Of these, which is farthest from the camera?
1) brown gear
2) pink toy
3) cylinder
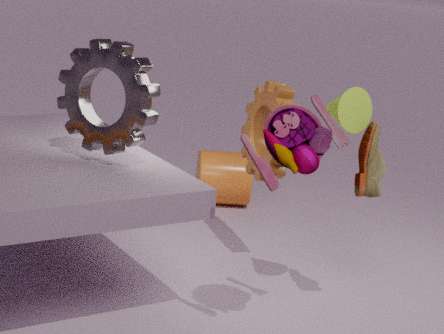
3. cylinder
